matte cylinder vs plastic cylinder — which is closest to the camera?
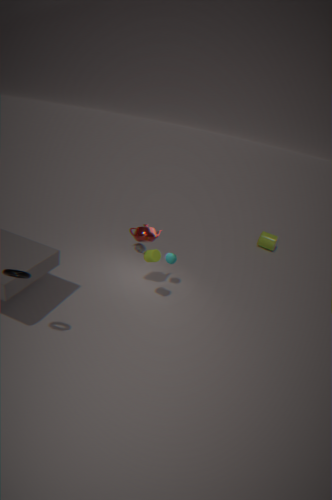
matte cylinder
